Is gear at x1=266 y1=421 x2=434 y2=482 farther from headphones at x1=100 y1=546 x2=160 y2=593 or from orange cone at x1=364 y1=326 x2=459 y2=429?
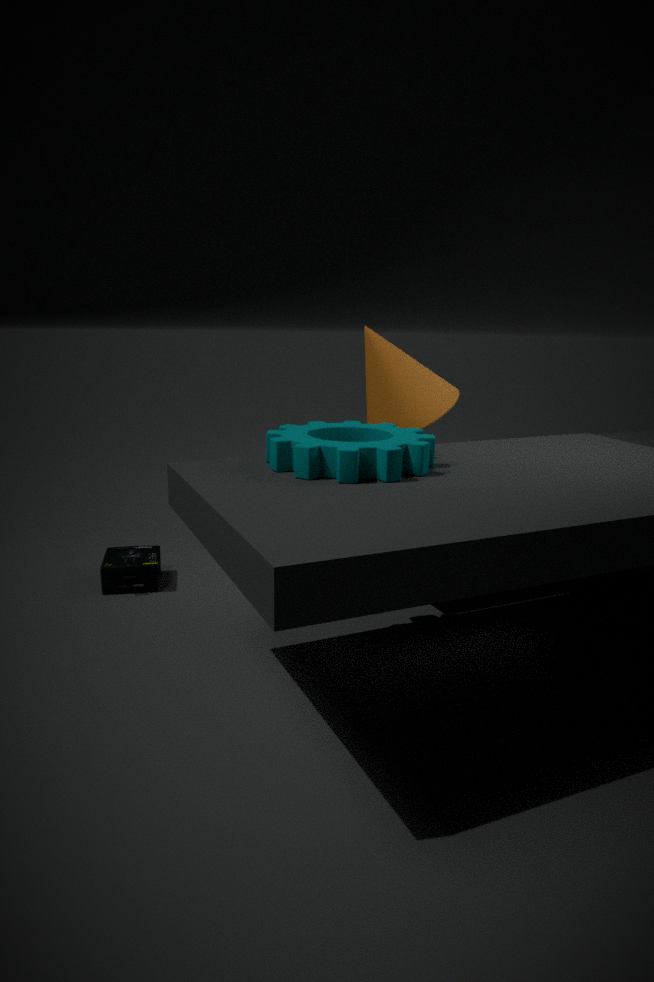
A: headphones at x1=100 y1=546 x2=160 y2=593
